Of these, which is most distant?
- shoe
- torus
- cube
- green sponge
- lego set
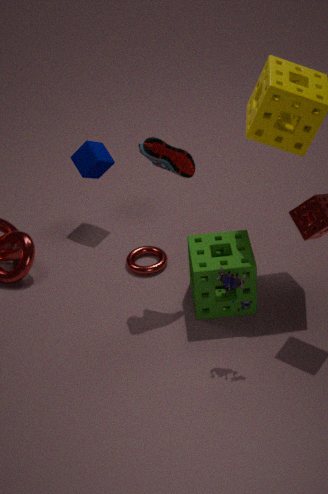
cube
